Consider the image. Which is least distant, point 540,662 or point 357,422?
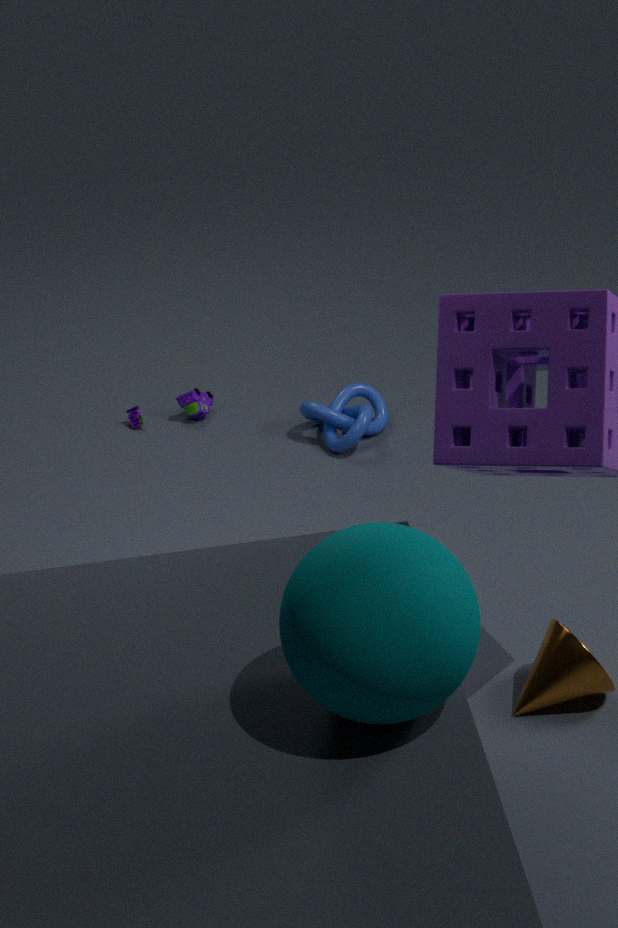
point 540,662
